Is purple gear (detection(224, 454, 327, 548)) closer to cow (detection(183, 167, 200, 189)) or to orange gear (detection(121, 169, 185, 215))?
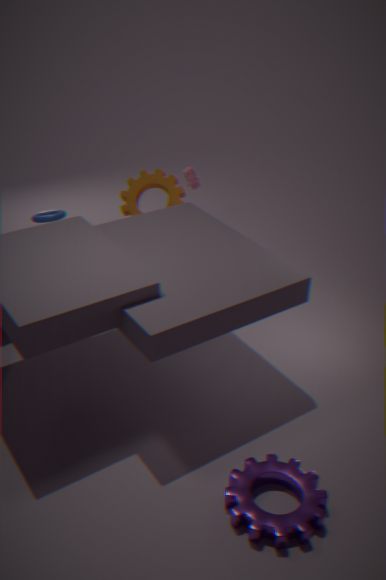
orange gear (detection(121, 169, 185, 215))
